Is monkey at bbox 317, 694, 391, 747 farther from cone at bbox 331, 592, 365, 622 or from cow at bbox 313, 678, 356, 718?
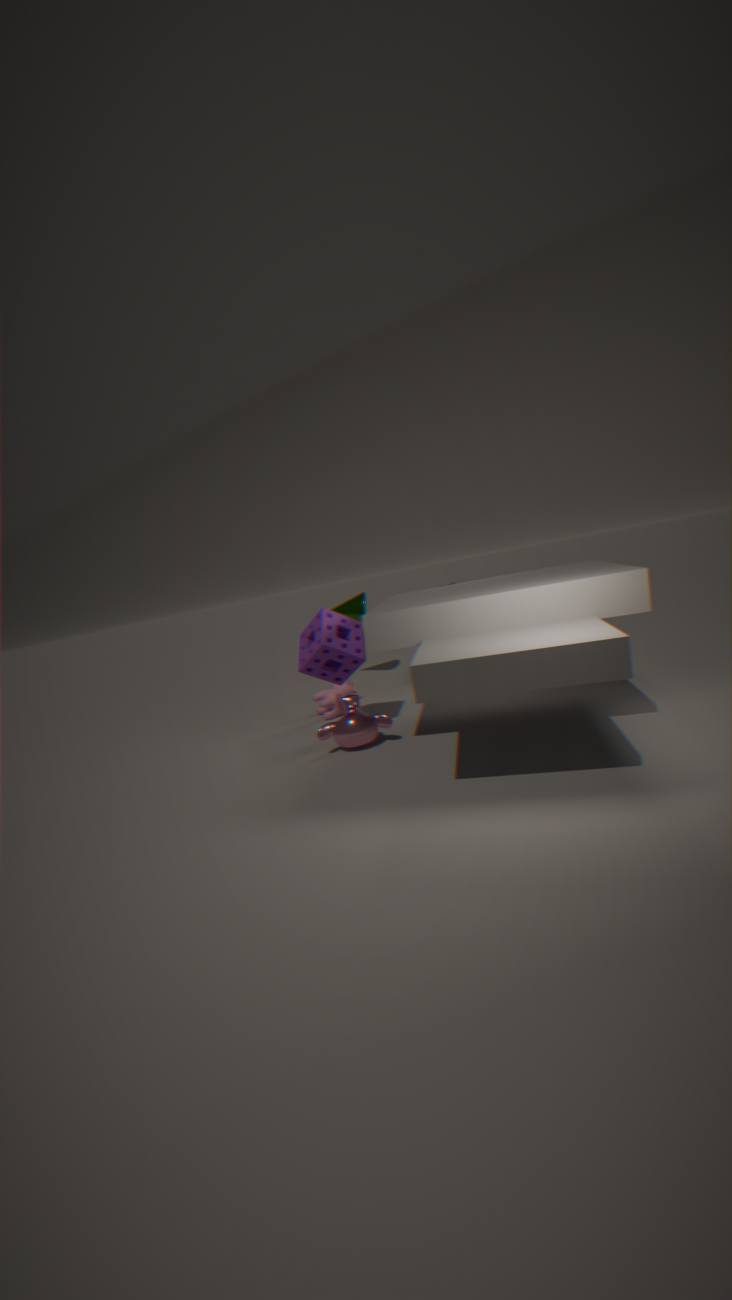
cone at bbox 331, 592, 365, 622
